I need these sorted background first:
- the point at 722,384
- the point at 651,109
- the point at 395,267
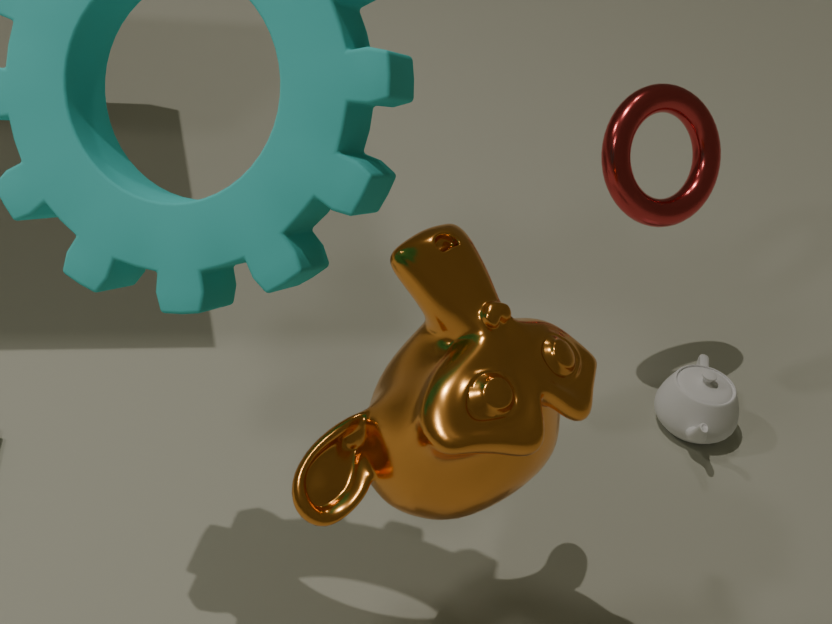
1. the point at 722,384
2. the point at 651,109
3. the point at 395,267
